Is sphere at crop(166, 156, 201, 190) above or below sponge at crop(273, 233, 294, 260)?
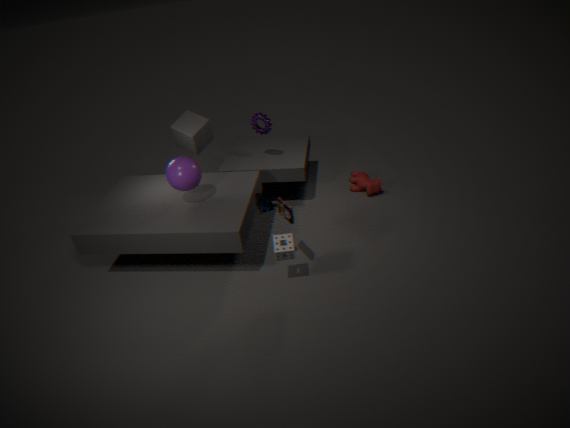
above
